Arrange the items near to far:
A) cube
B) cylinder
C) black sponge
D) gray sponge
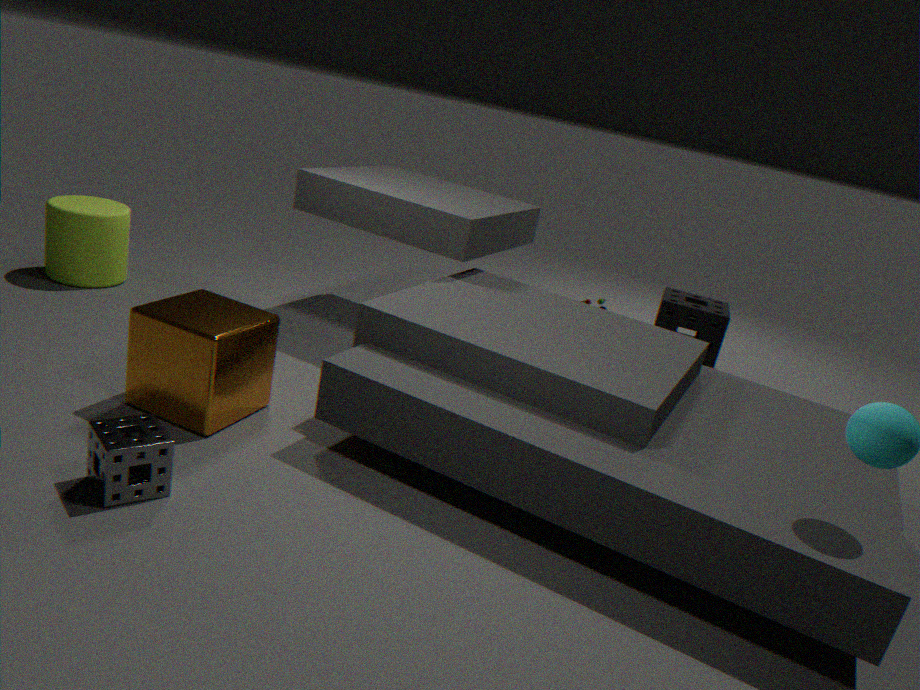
gray sponge, cube, cylinder, black sponge
